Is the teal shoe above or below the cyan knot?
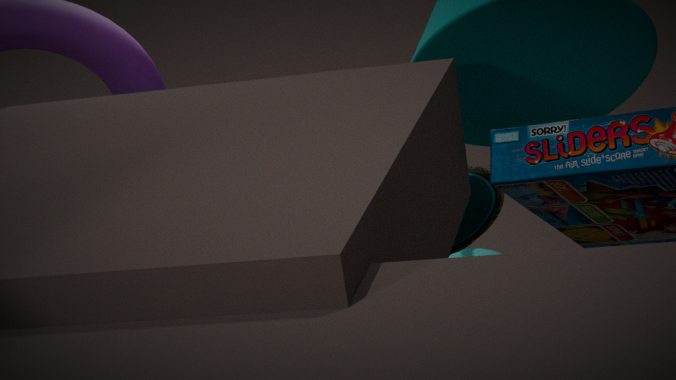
above
